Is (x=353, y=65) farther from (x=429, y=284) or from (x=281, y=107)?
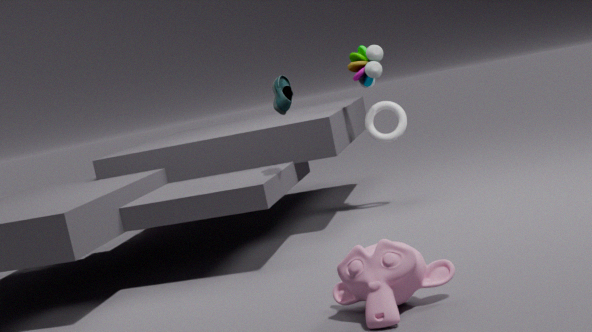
(x=429, y=284)
